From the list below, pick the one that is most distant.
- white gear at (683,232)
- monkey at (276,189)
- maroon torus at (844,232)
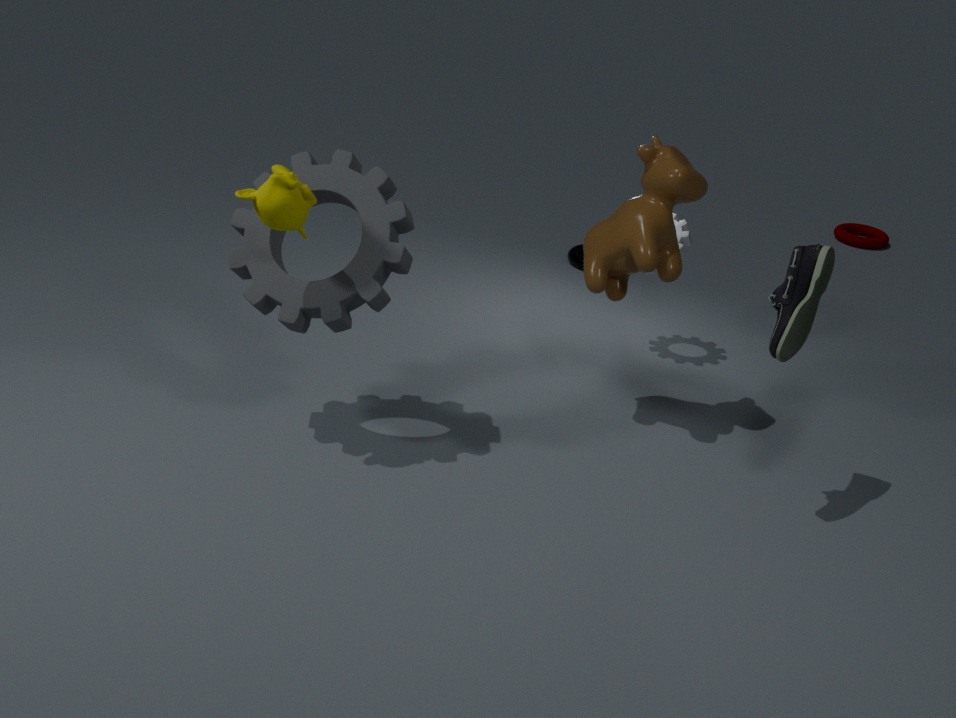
maroon torus at (844,232)
